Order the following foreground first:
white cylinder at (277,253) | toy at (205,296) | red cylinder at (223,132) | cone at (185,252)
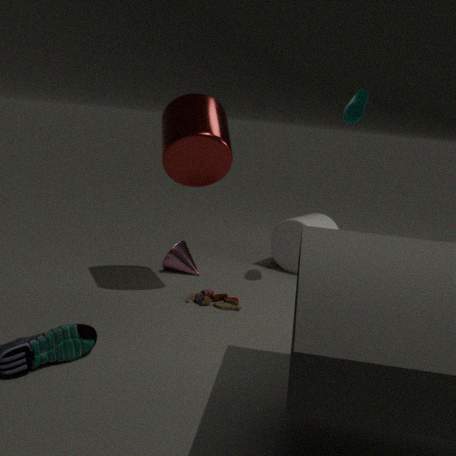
red cylinder at (223,132), toy at (205,296), cone at (185,252), white cylinder at (277,253)
